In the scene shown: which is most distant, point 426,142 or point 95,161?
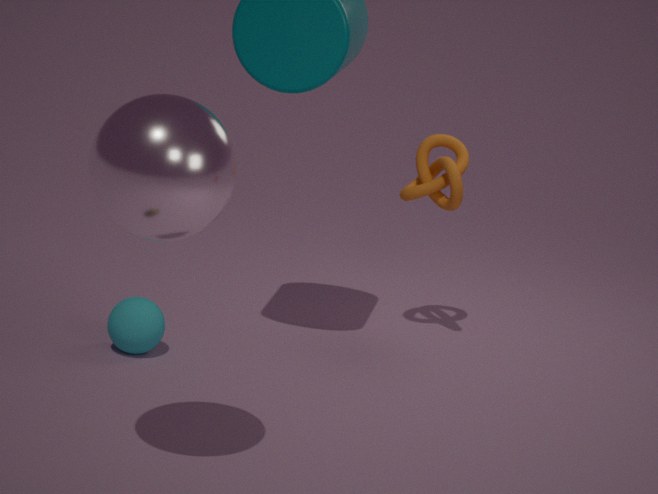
point 426,142
